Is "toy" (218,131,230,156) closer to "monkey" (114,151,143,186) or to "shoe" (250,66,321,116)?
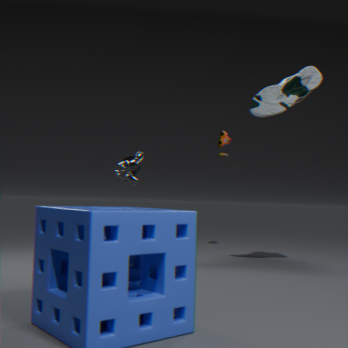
"shoe" (250,66,321,116)
